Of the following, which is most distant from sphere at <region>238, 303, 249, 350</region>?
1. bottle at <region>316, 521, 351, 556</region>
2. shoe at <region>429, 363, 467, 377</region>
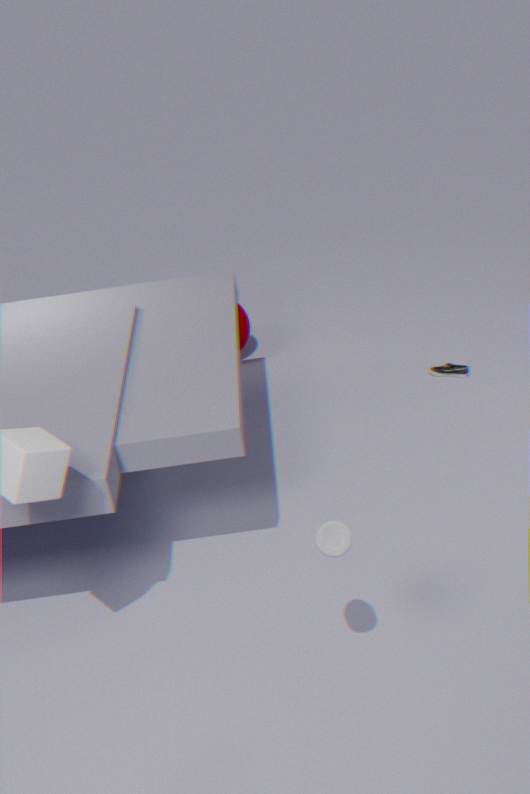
bottle at <region>316, 521, 351, 556</region>
